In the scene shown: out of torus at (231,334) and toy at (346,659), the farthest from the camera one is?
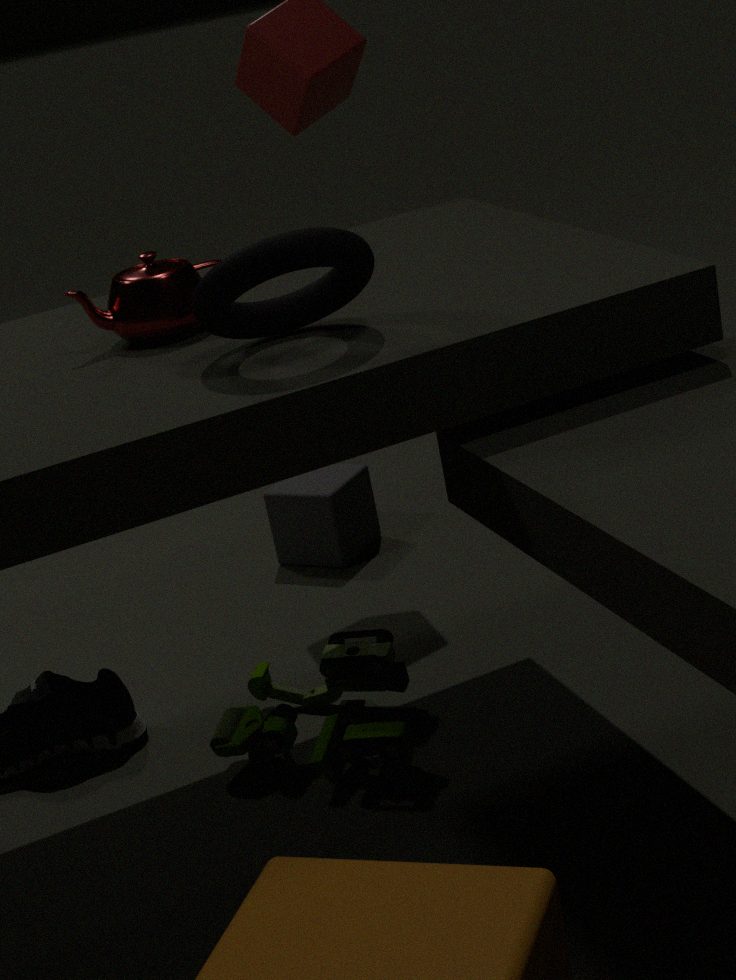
toy at (346,659)
